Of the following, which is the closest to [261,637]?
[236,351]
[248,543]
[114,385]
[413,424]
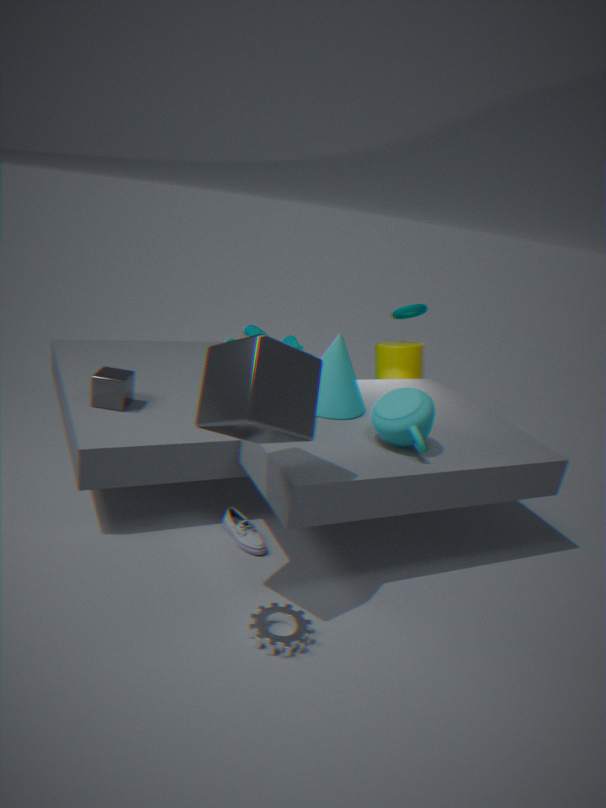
[248,543]
